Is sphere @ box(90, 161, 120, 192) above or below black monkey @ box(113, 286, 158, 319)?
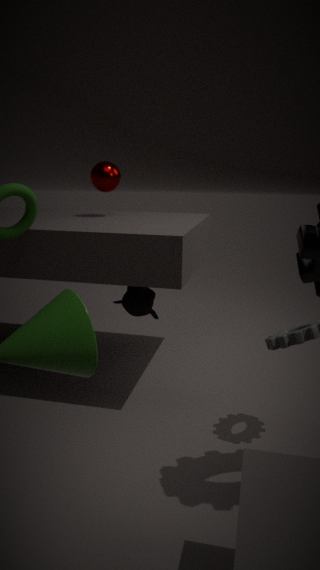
above
